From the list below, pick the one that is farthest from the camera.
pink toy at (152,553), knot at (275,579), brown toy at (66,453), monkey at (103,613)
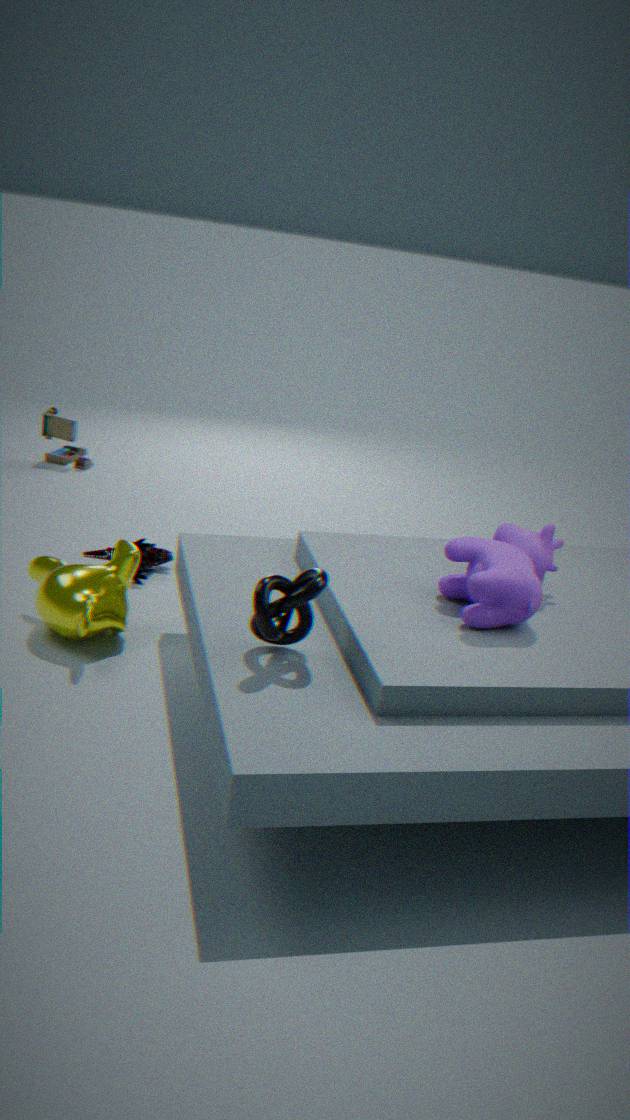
brown toy at (66,453)
